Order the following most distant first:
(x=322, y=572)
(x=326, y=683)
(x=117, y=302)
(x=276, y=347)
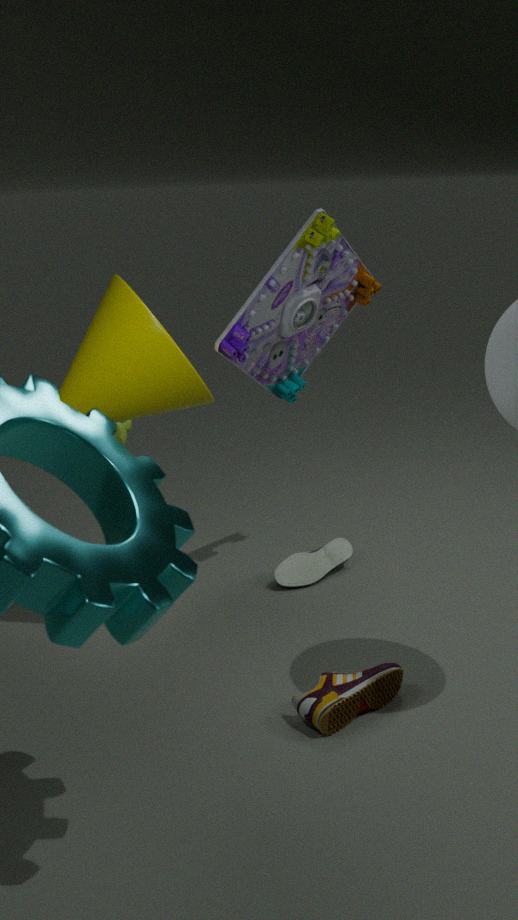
(x=322, y=572) → (x=276, y=347) → (x=117, y=302) → (x=326, y=683)
